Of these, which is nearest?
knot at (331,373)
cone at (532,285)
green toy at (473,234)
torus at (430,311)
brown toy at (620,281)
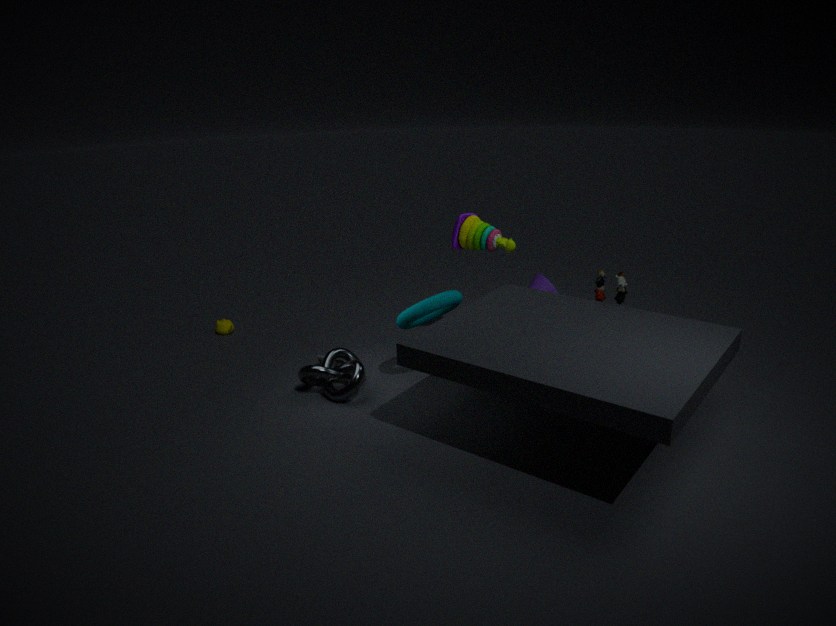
brown toy at (620,281)
